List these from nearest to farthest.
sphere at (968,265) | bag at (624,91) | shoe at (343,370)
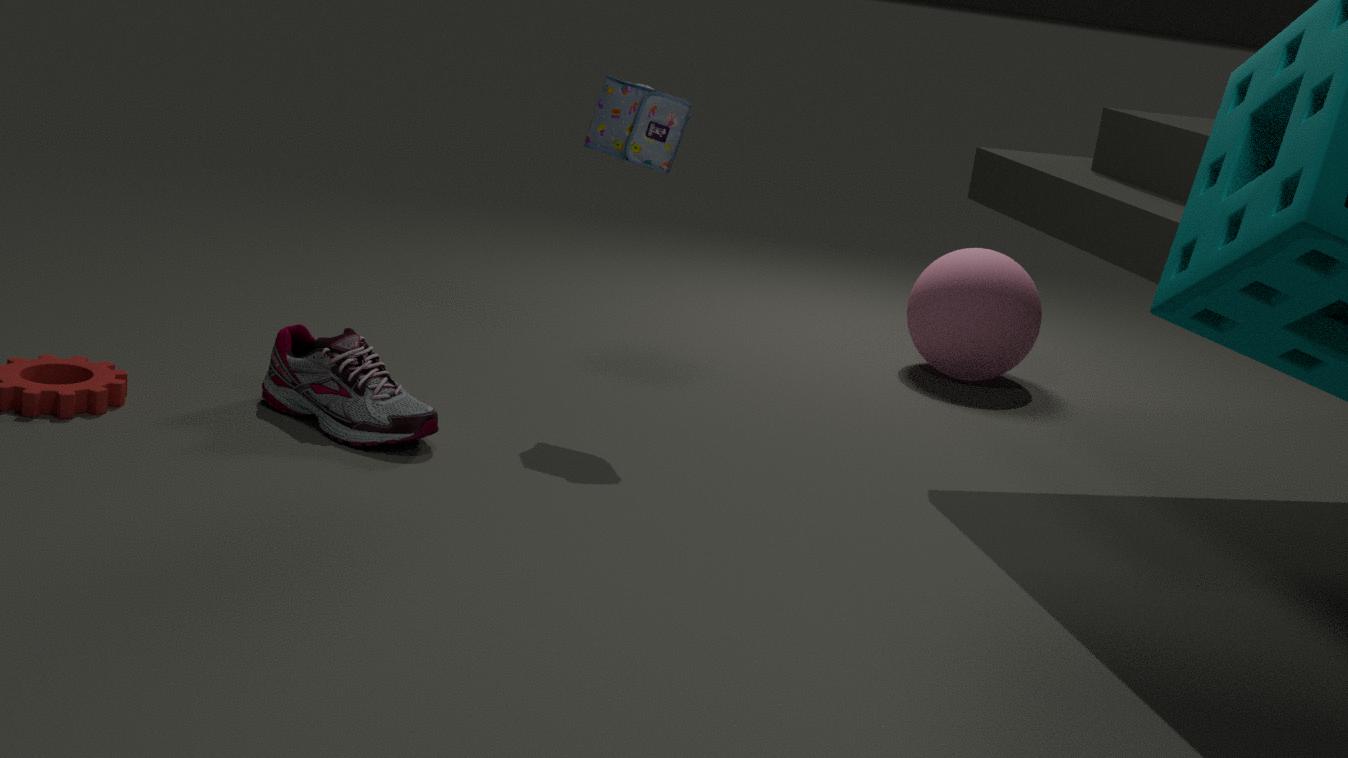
shoe at (343,370), bag at (624,91), sphere at (968,265)
